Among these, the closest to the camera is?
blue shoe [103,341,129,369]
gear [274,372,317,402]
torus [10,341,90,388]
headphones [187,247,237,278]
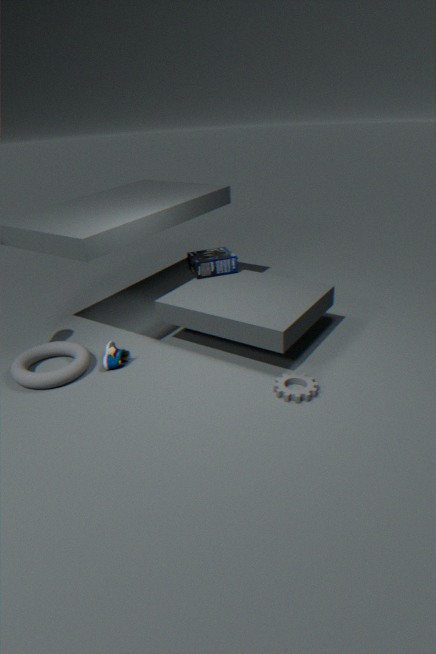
gear [274,372,317,402]
